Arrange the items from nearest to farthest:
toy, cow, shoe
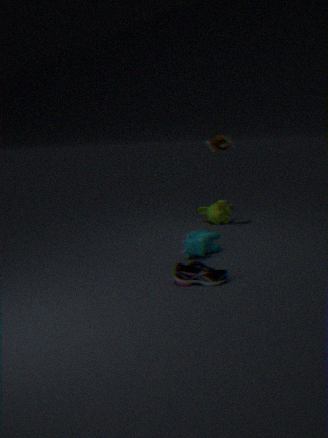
shoe, cow, toy
